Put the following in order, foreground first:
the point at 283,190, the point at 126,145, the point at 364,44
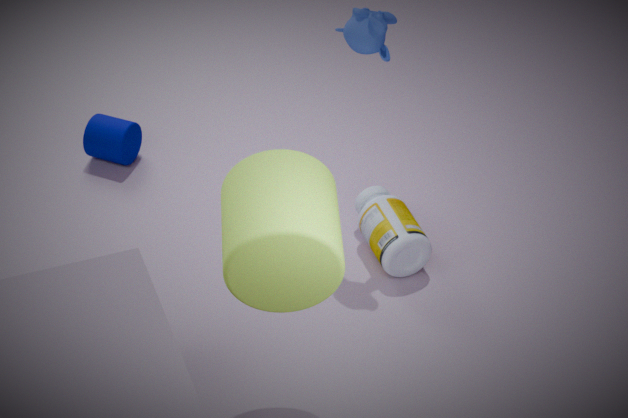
the point at 283,190, the point at 364,44, the point at 126,145
